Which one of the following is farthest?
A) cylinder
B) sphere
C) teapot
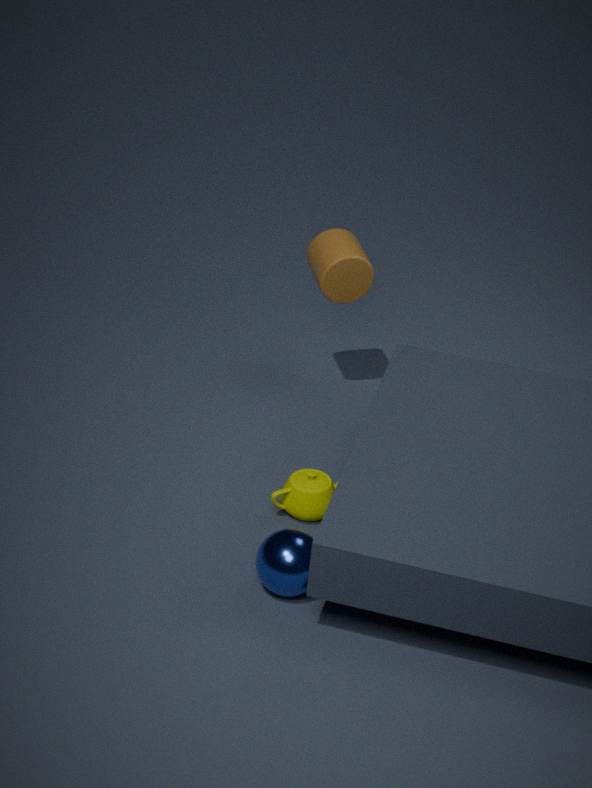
cylinder
